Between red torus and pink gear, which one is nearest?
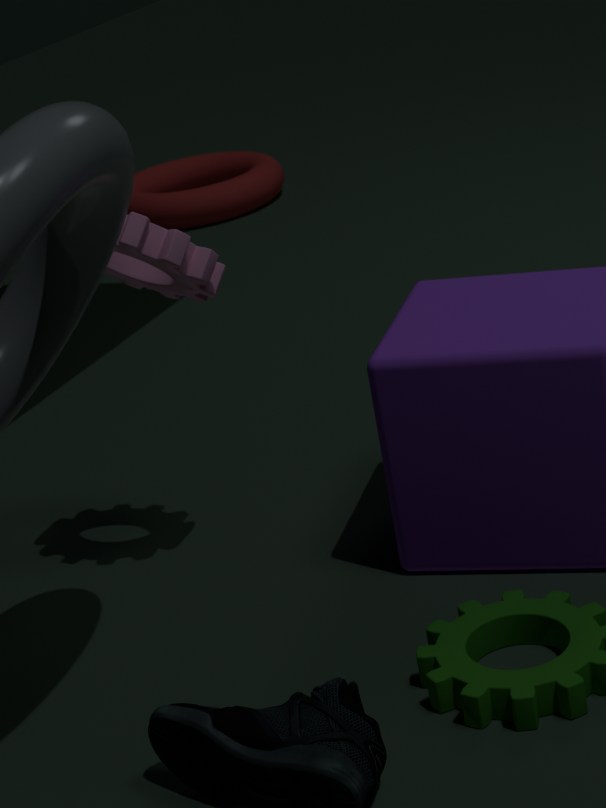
pink gear
